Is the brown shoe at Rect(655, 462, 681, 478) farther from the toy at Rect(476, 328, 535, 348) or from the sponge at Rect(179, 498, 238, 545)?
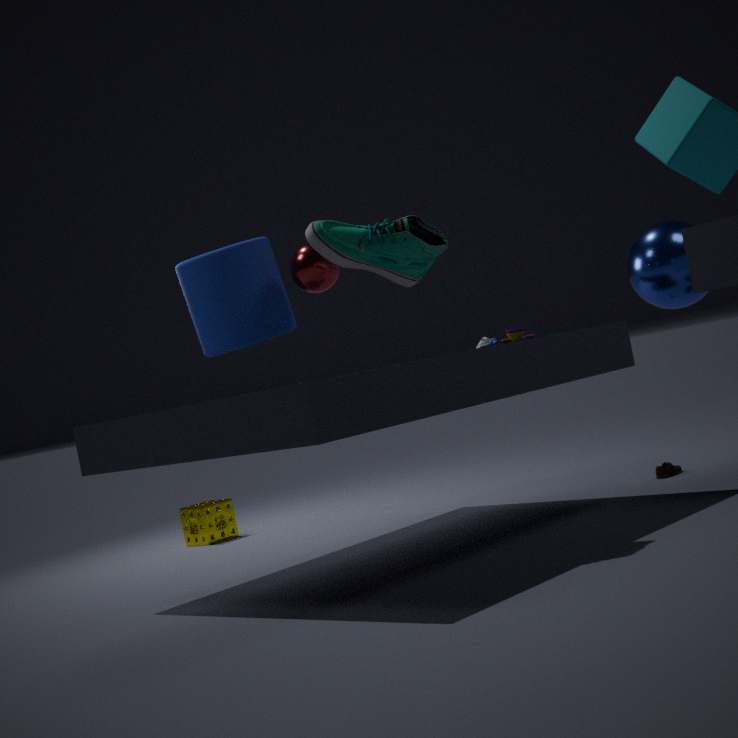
the sponge at Rect(179, 498, 238, 545)
